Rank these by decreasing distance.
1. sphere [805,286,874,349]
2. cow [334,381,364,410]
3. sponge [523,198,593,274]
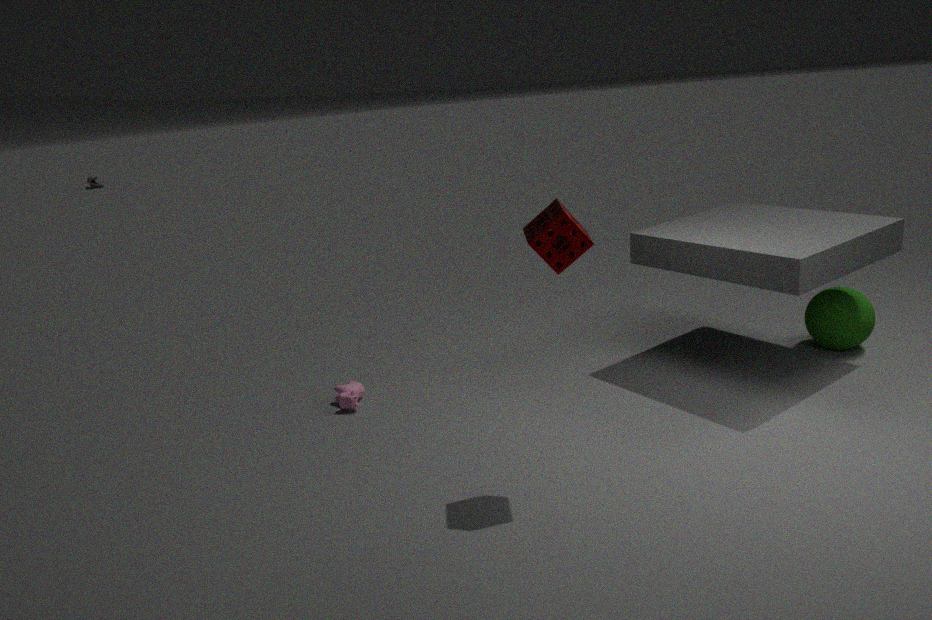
sphere [805,286,874,349] < cow [334,381,364,410] < sponge [523,198,593,274]
